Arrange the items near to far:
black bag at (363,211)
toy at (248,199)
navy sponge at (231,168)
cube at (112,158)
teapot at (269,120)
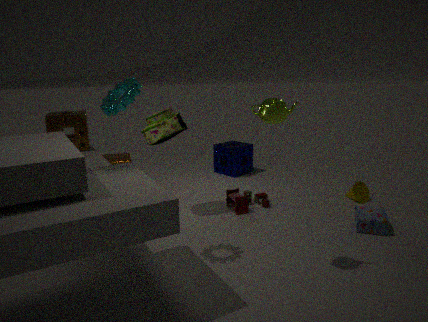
teapot at (269,120)
black bag at (363,211)
toy at (248,199)
cube at (112,158)
navy sponge at (231,168)
